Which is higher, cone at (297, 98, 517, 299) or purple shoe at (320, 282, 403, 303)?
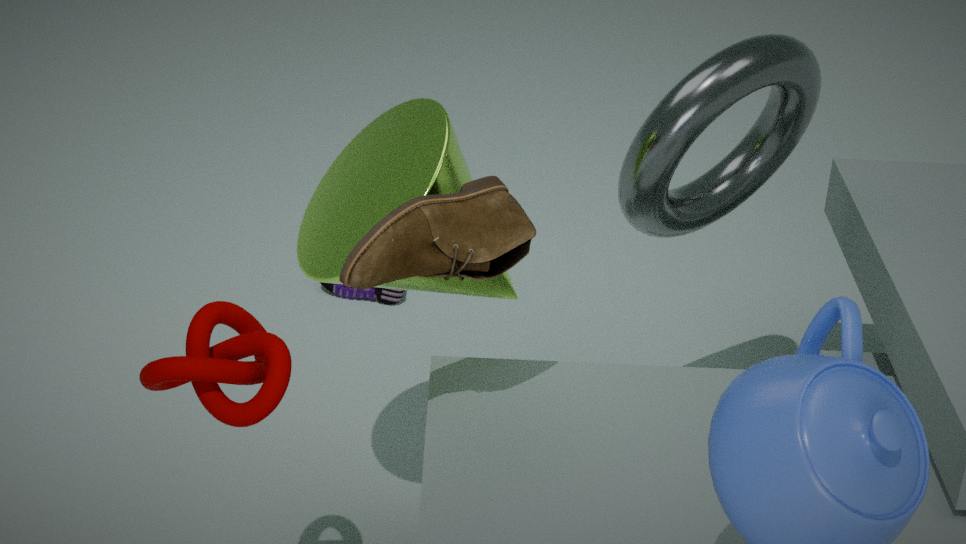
cone at (297, 98, 517, 299)
